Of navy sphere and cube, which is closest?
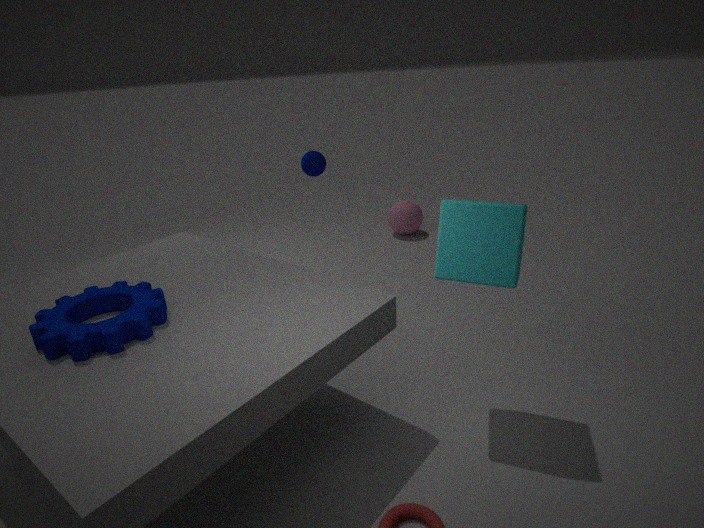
cube
